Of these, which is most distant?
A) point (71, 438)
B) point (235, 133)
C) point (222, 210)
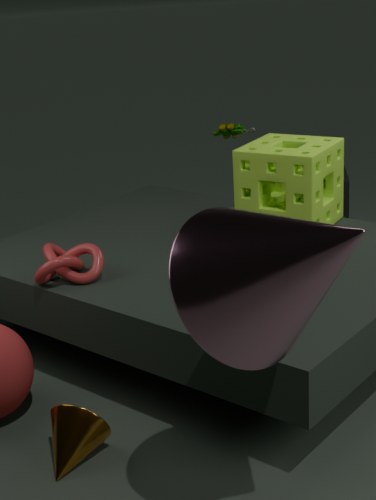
point (235, 133)
